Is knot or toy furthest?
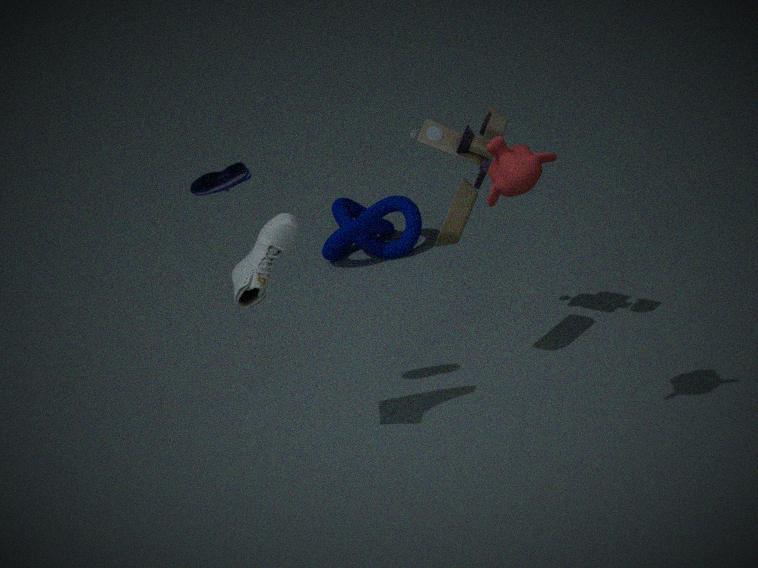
knot
